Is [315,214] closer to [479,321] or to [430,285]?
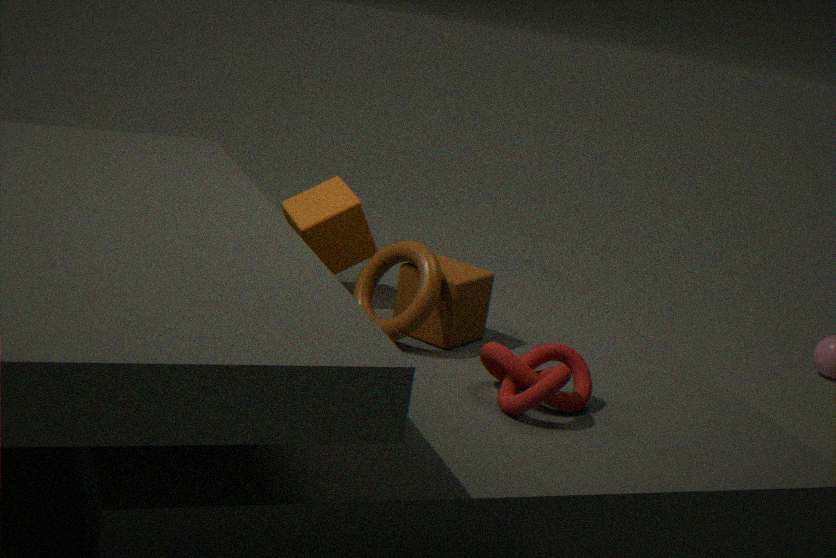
[430,285]
